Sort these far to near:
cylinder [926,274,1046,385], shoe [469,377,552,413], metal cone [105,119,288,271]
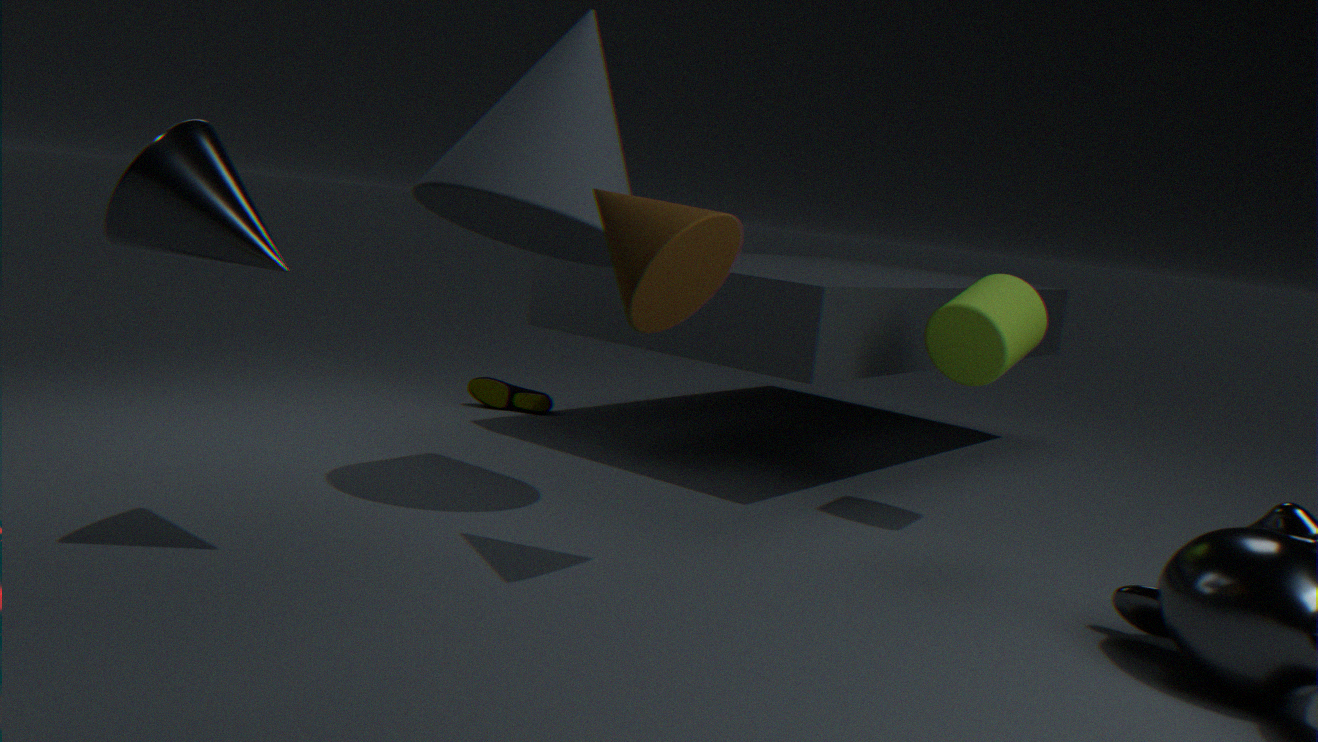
shoe [469,377,552,413], cylinder [926,274,1046,385], metal cone [105,119,288,271]
